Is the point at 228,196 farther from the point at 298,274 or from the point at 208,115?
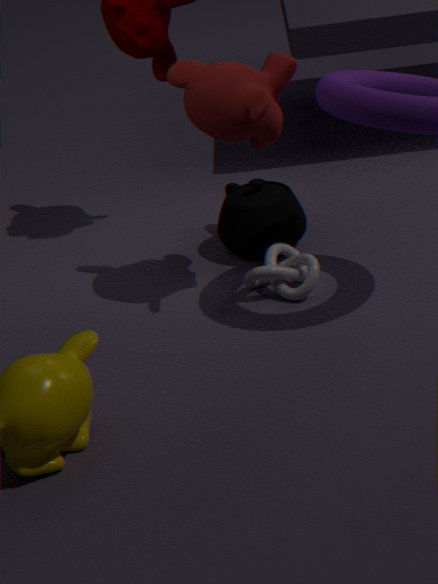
the point at 208,115
